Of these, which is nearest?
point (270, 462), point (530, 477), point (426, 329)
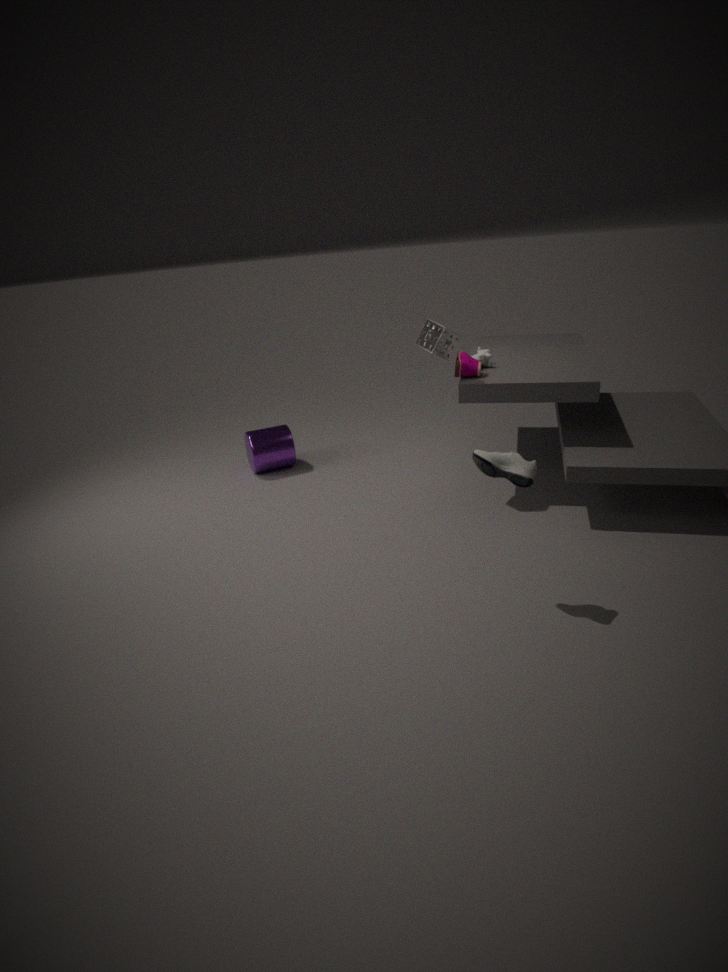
point (530, 477)
